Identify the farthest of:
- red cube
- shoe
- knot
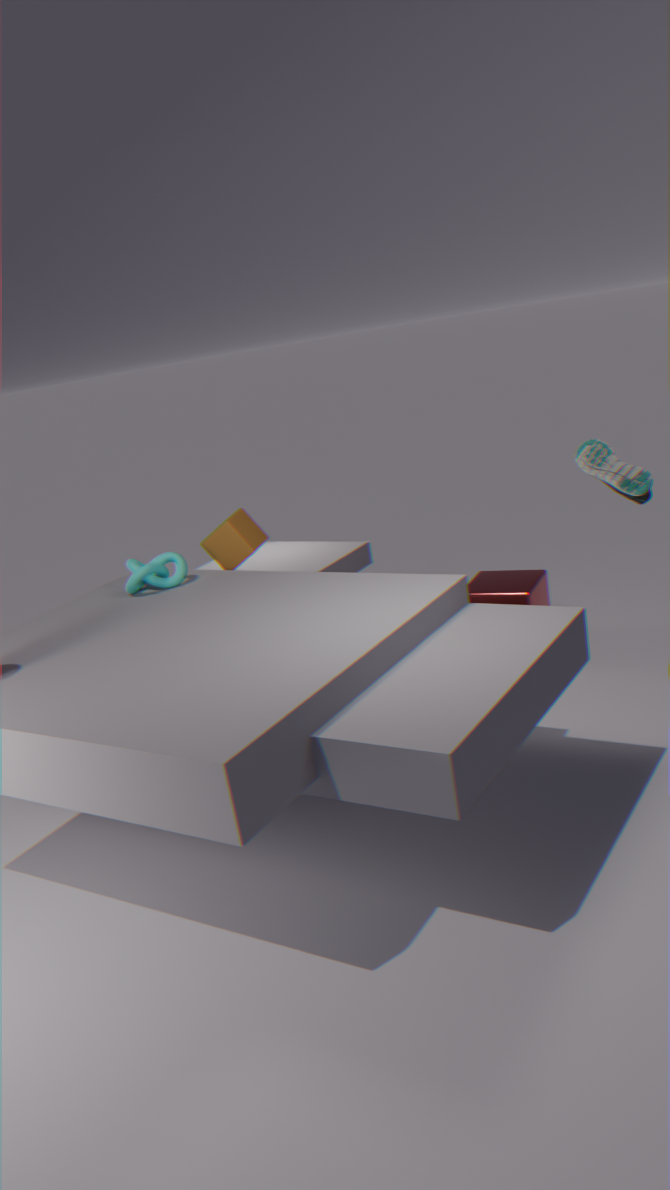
red cube
